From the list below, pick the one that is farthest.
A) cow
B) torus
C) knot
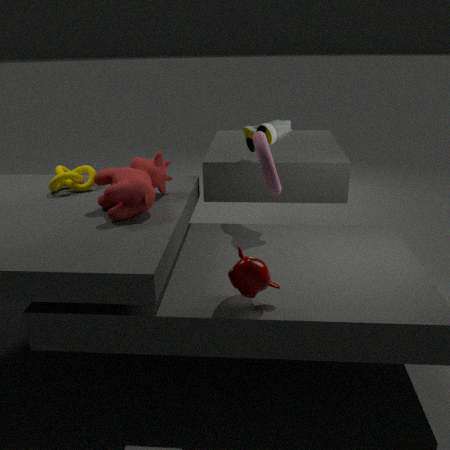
knot
